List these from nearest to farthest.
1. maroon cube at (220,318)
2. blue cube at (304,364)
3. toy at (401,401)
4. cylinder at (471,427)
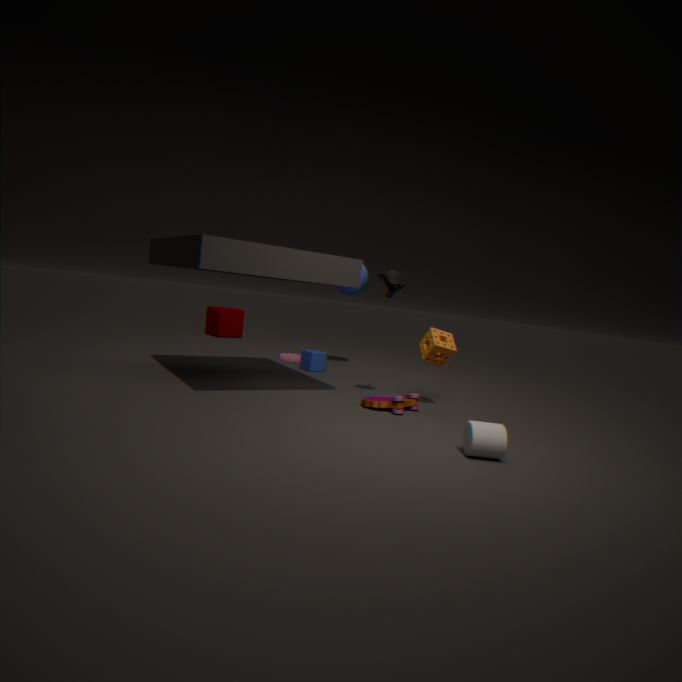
cylinder at (471,427) < toy at (401,401) < blue cube at (304,364) < maroon cube at (220,318)
